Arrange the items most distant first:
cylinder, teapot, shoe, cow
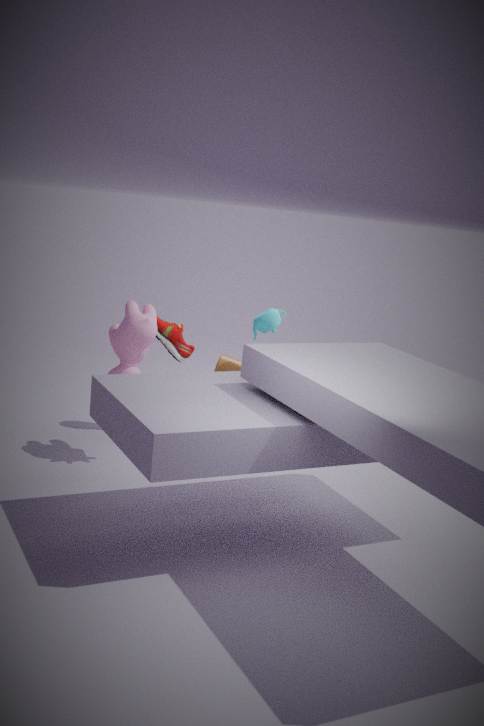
shoe, cylinder, teapot, cow
